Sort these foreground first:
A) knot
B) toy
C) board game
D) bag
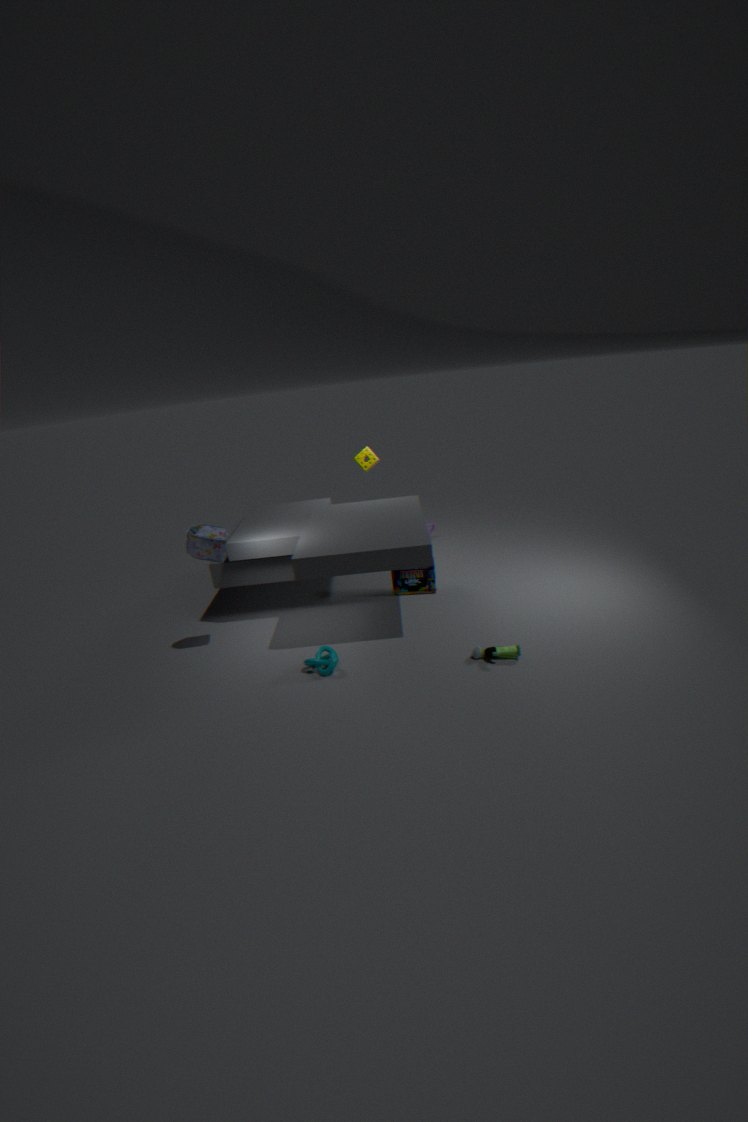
toy
knot
bag
board game
